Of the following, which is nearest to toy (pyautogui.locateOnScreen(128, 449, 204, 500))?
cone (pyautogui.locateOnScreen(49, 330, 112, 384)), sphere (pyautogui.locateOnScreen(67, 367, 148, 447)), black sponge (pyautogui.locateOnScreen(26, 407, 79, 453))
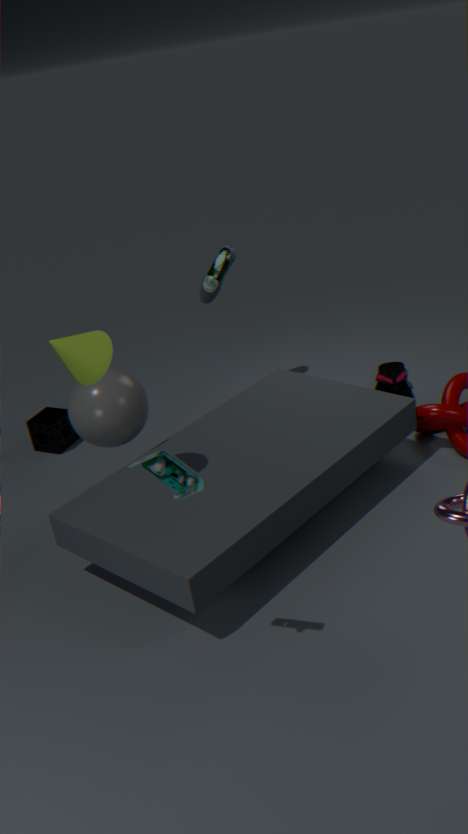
cone (pyautogui.locateOnScreen(49, 330, 112, 384))
